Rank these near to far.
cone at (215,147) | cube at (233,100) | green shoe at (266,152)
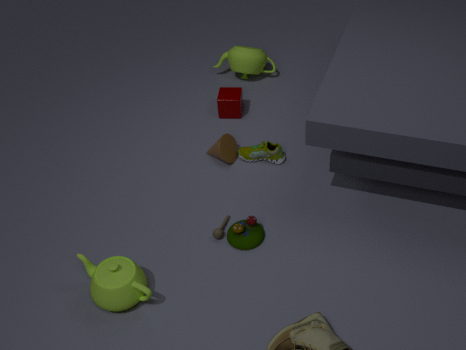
green shoe at (266,152)
cone at (215,147)
cube at (233,100)
